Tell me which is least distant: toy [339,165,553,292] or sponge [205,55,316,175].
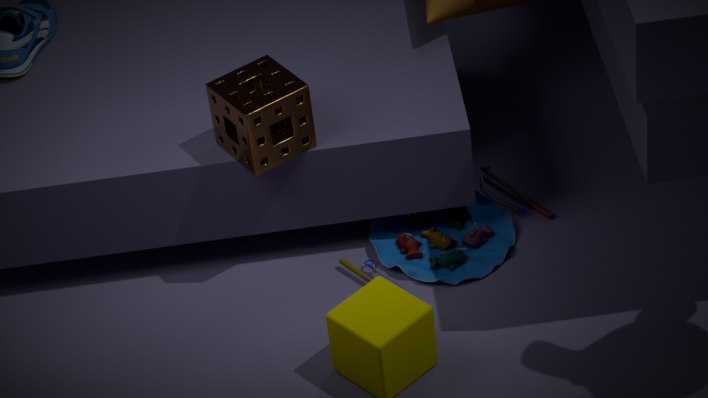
sponge [205,55,316,175]
